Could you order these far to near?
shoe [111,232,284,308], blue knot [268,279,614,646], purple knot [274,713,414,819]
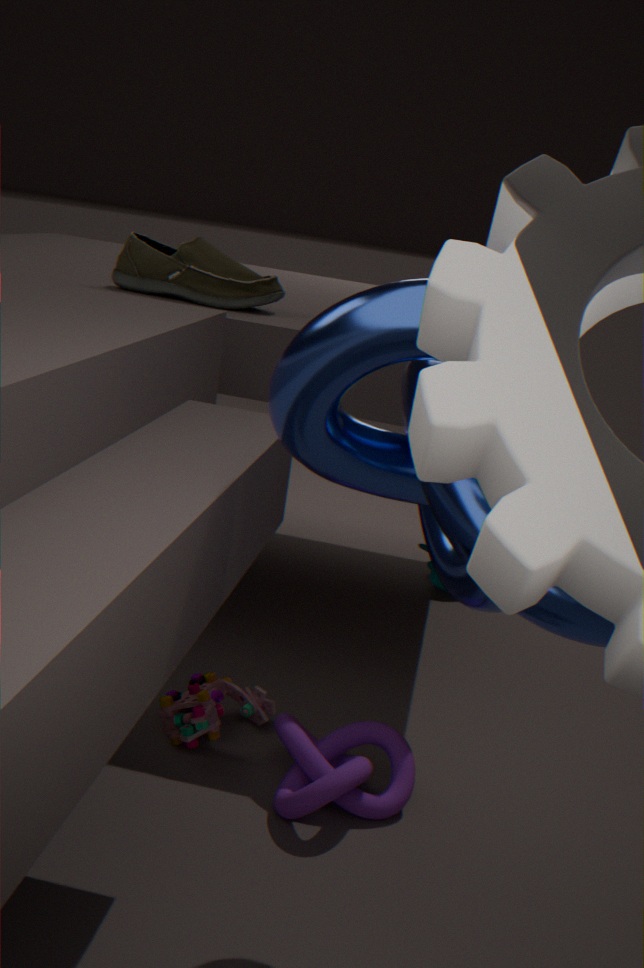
shoe [111,232,284,308], purple knot [274,713,414,819], blue knot [268,279,614,646]
